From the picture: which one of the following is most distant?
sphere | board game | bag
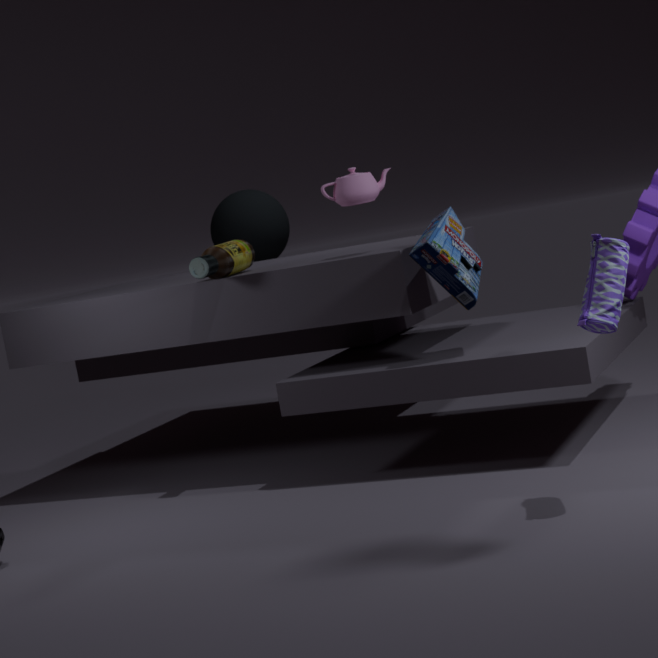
sphere
